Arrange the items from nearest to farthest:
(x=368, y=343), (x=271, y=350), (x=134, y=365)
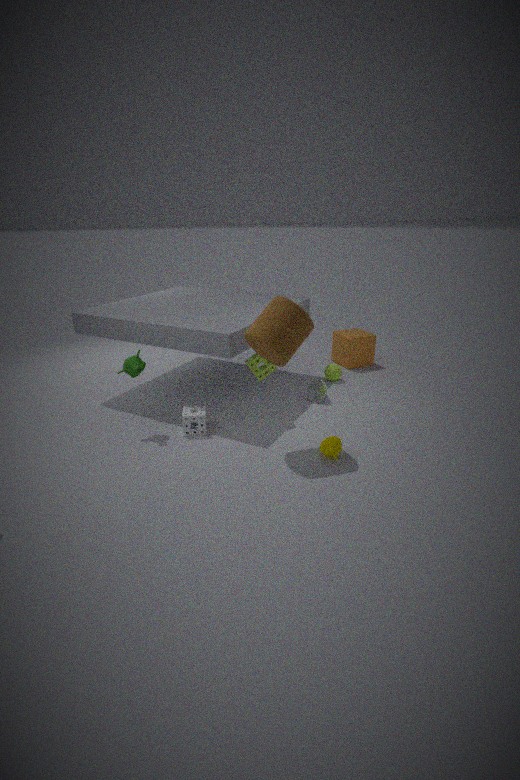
(x=271, y=350), (x=134, y=365), (x=368, y=343)
